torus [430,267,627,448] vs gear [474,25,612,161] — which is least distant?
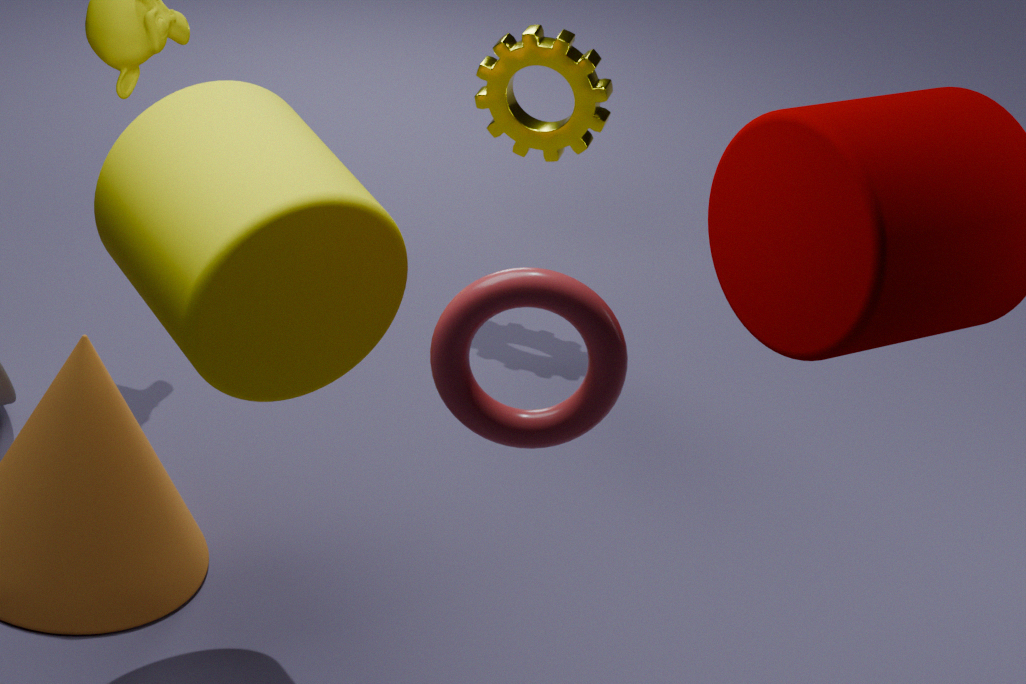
torus [430,267,627,448]
